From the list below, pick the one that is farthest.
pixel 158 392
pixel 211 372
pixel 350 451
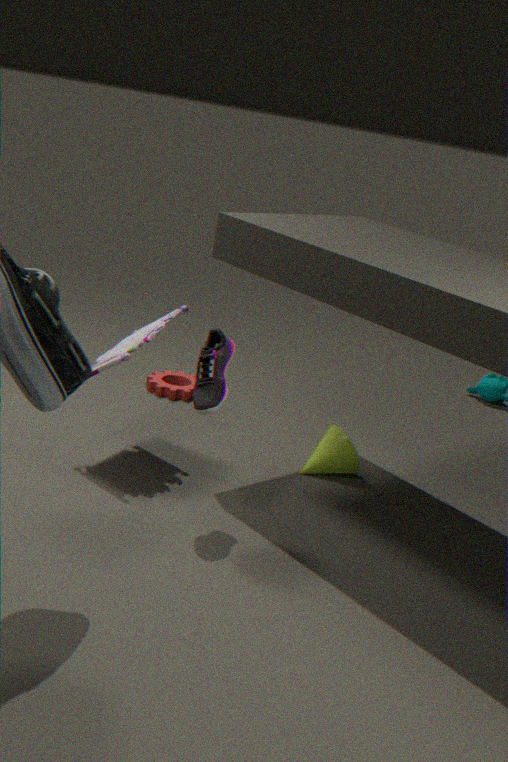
pixel 158 392
